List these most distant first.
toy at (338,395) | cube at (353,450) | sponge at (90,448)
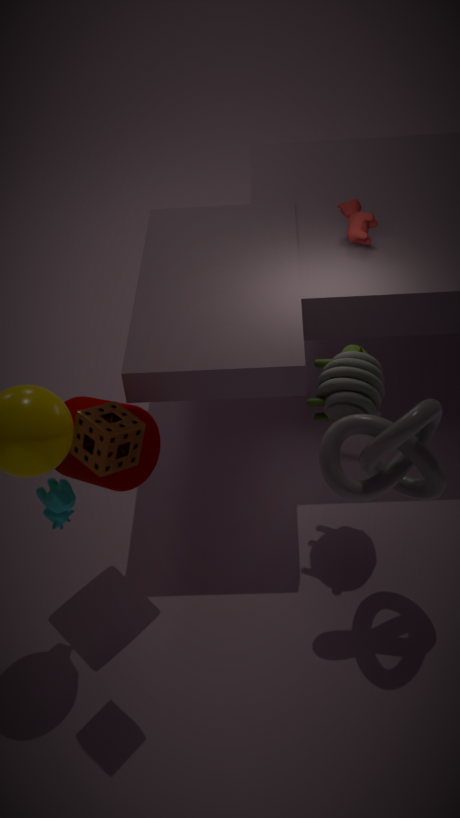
cube at (353,450), toy at (338,395), sponge at (90,448)
